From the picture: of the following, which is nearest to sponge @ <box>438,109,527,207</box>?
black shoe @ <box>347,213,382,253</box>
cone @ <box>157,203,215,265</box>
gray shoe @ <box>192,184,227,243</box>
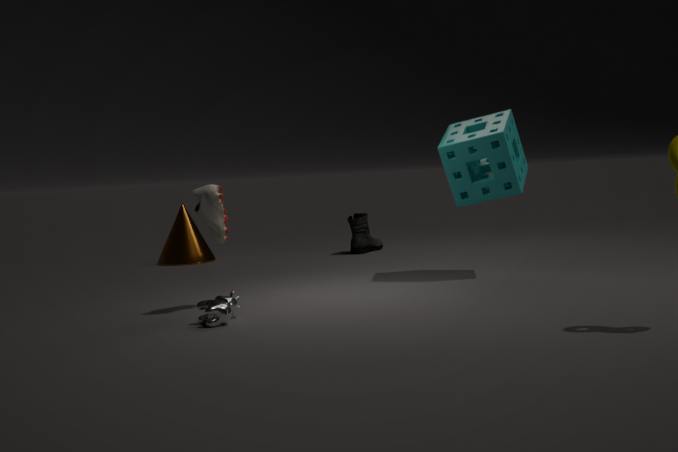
gray shoe @ <box>192,184,227,243</box>
